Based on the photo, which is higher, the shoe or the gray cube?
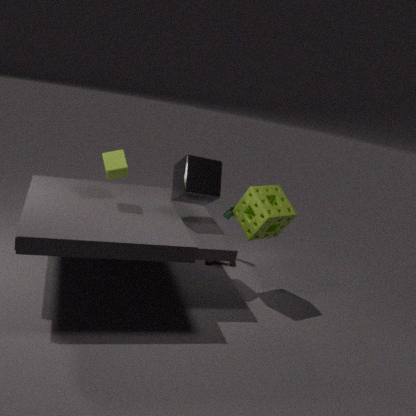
the gray cube
